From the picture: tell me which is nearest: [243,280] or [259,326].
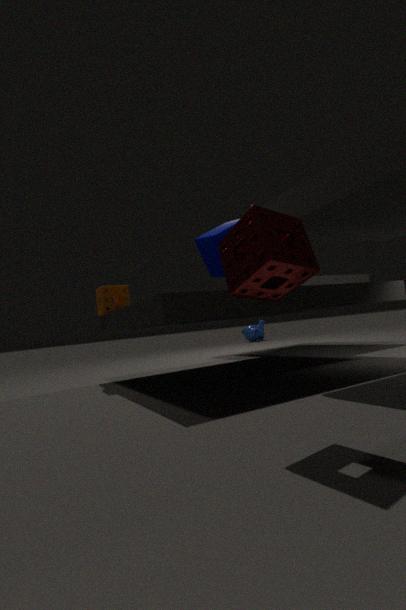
[243,280]
